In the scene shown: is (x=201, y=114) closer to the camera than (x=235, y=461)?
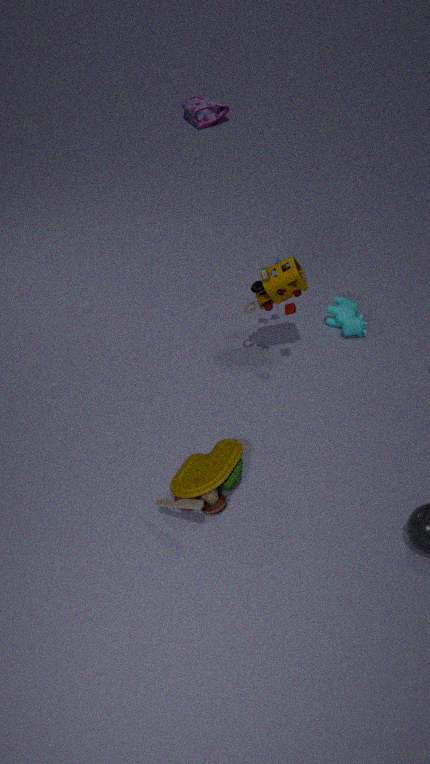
No
